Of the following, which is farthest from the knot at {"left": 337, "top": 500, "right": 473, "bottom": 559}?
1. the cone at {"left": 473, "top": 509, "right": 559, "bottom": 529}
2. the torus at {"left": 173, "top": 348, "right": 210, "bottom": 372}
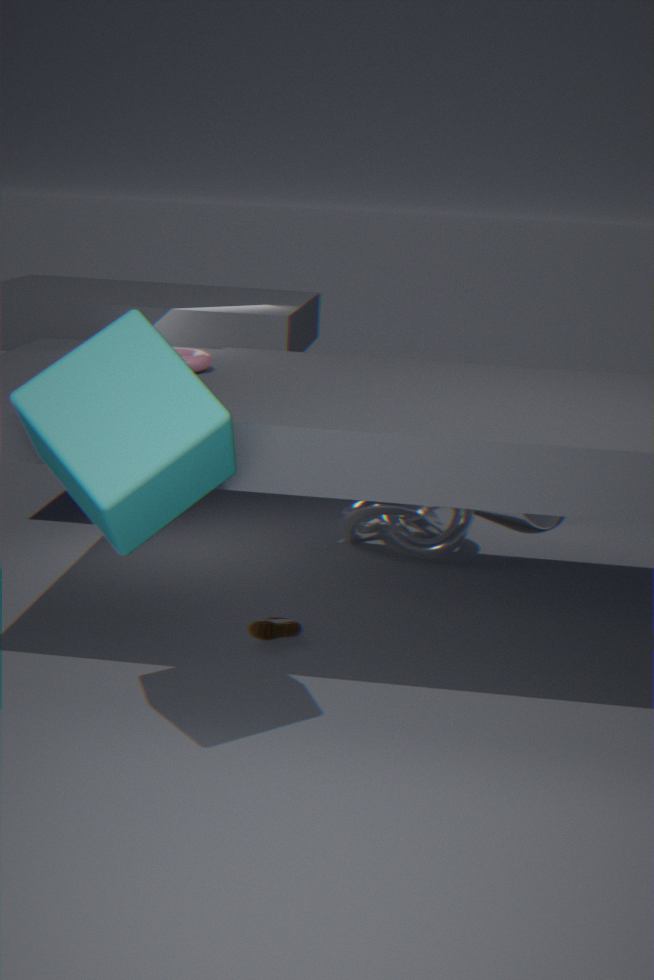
the torus at {"left": 173, "top": 348, "right": 210, "bottom": 372}
